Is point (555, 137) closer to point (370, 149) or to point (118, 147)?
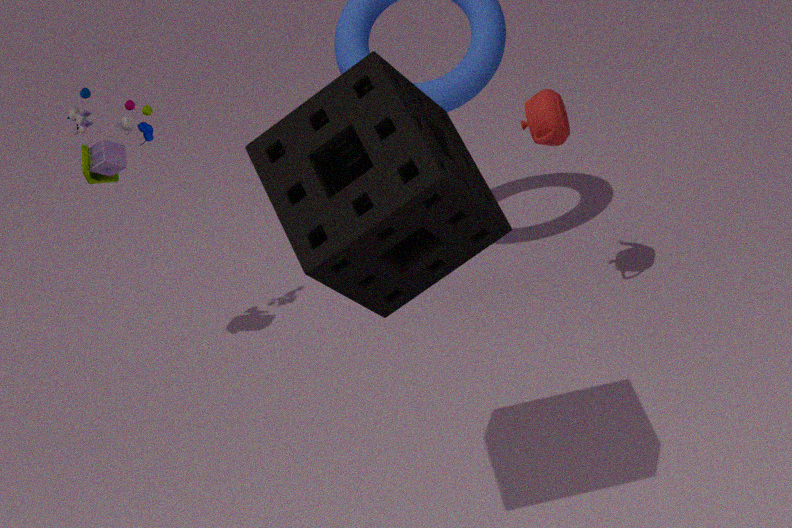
point (370, 149)
